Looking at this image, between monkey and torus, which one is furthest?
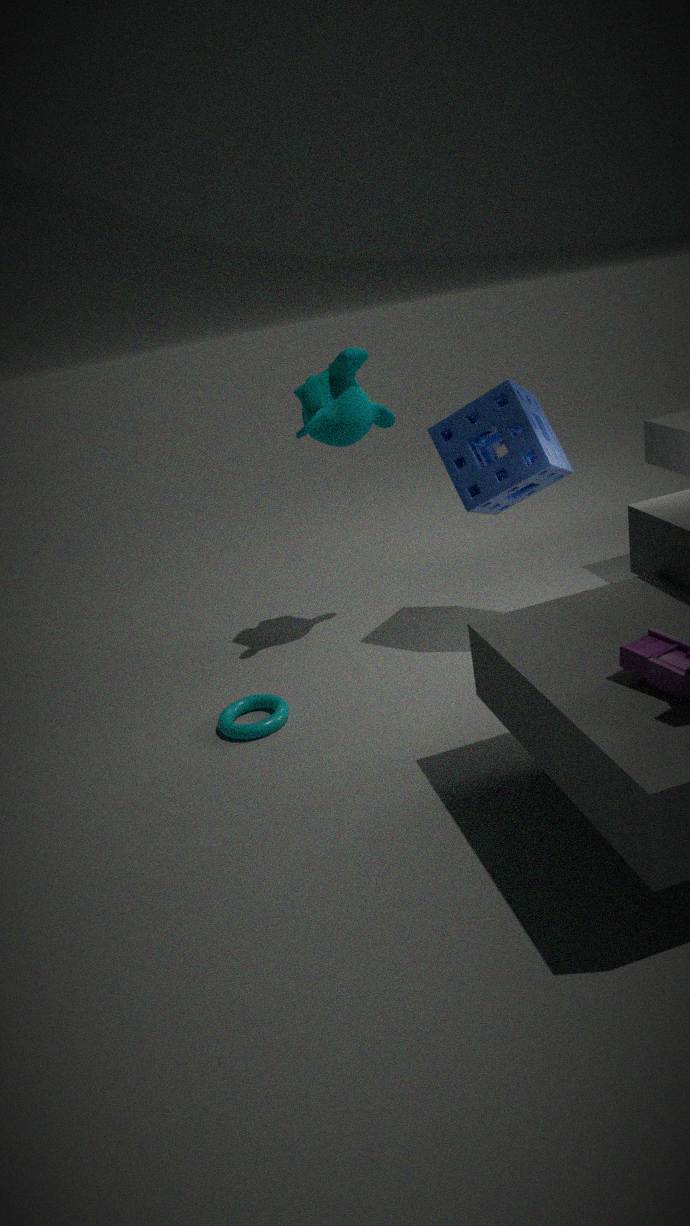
monkey
